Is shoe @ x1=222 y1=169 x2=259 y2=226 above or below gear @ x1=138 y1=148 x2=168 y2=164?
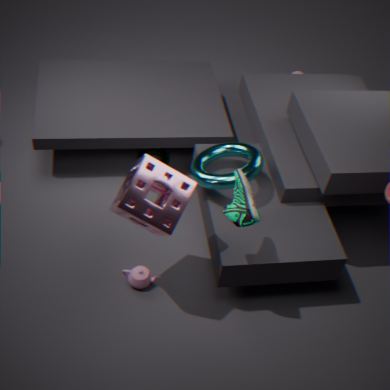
above
